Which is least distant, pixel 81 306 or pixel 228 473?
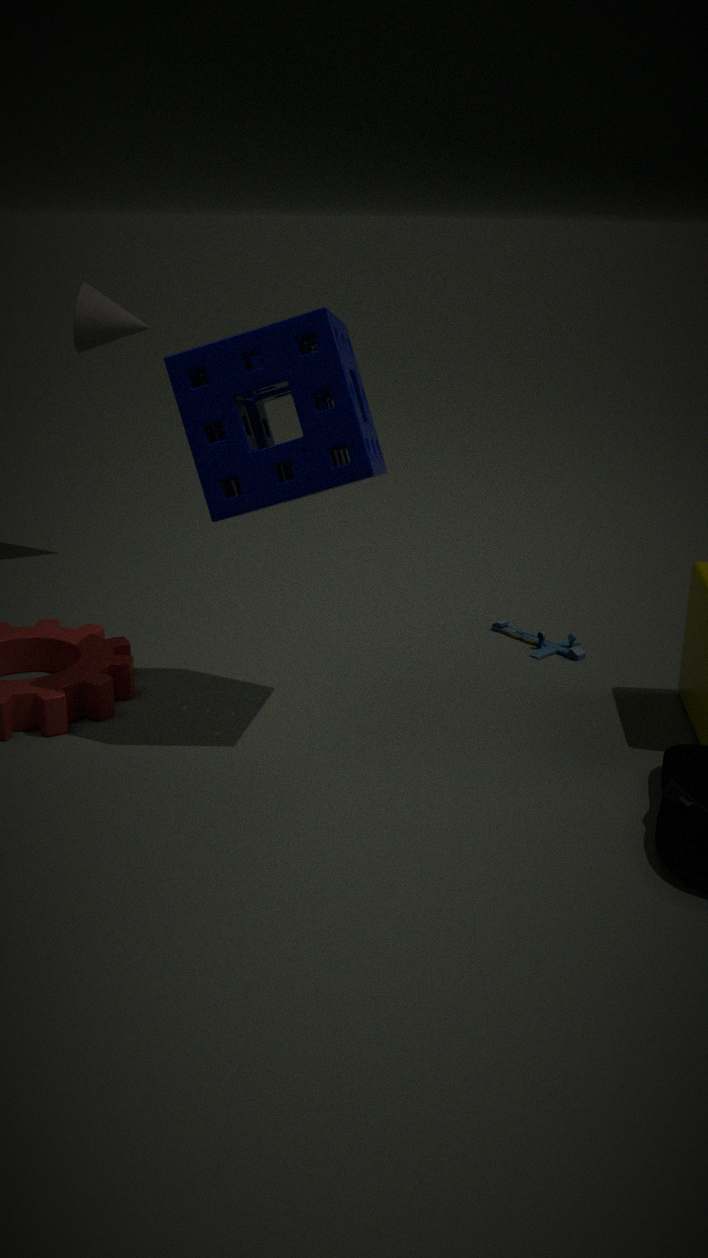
pixel 228 473
